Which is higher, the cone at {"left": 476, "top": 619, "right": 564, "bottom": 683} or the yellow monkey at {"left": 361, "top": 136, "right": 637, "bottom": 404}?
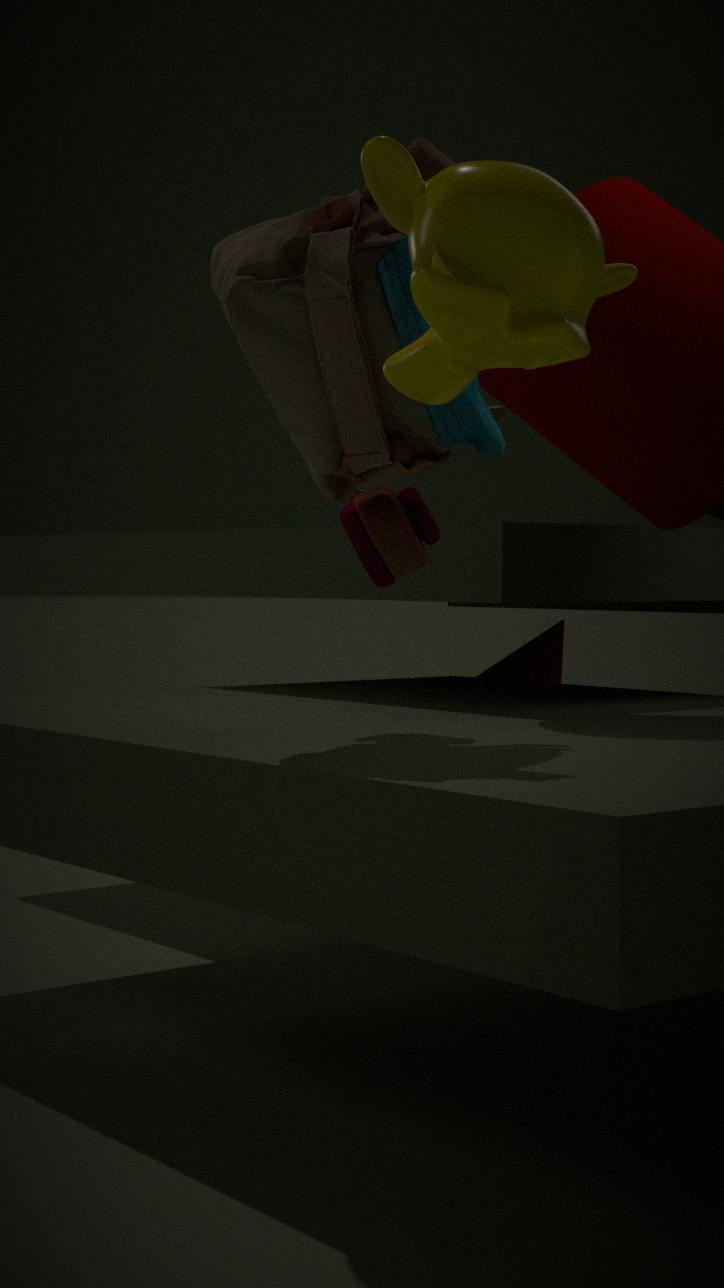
the yellow monkey at {"left": 361, "top": 136, "right": 637, "bottom": 404}
